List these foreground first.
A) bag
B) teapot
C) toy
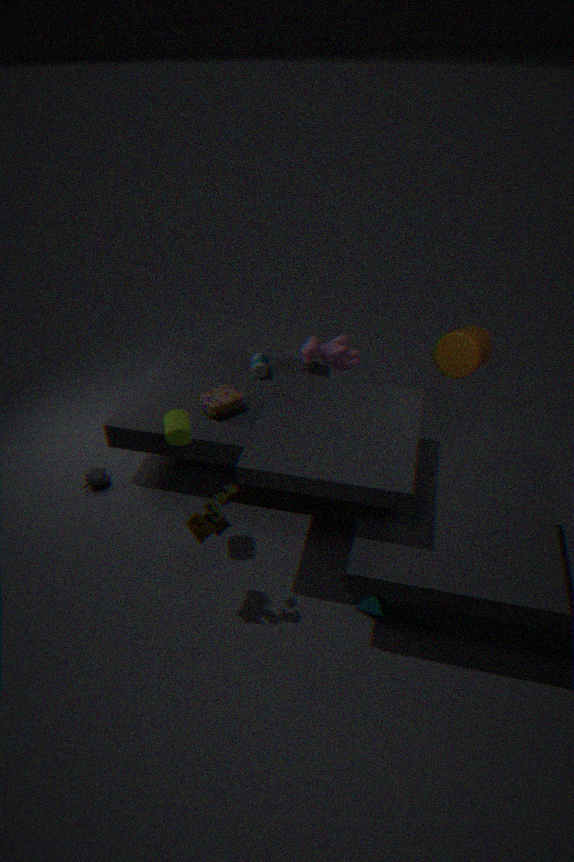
toy < bag < teapot
